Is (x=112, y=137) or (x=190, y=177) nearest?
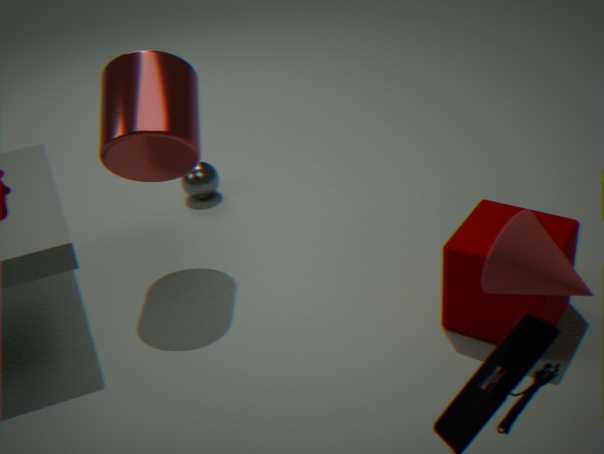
(x=112, y=137)
